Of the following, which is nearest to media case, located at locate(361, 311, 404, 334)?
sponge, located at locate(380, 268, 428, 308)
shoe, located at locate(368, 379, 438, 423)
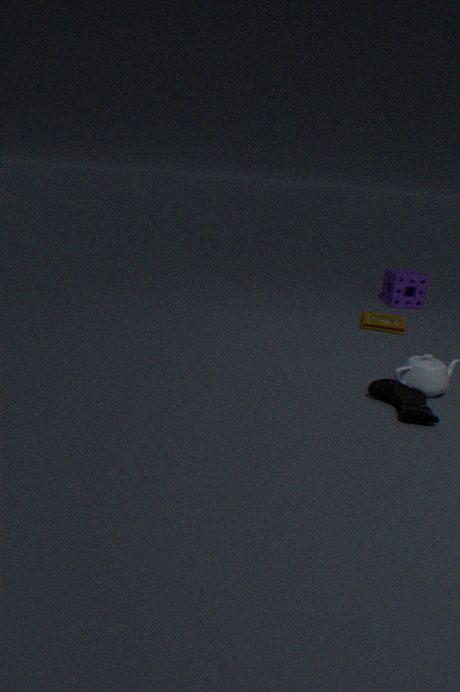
sponge, located at locate(380, 268, 428, 308)
